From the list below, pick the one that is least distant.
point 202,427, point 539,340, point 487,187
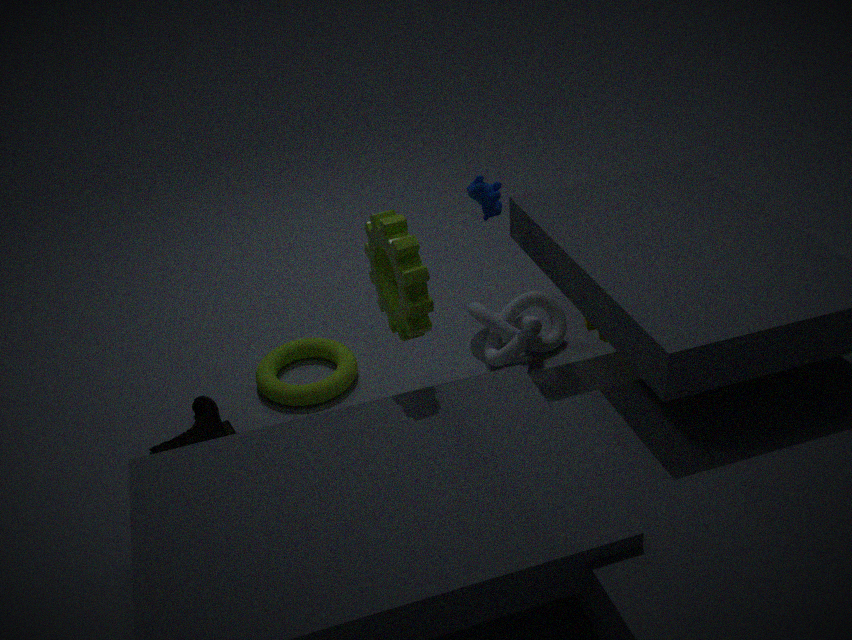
point 202,427
